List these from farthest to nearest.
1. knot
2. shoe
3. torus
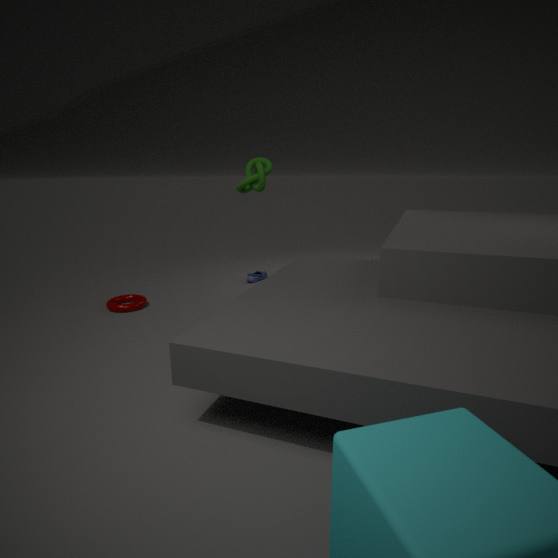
shoe < torus < knot
